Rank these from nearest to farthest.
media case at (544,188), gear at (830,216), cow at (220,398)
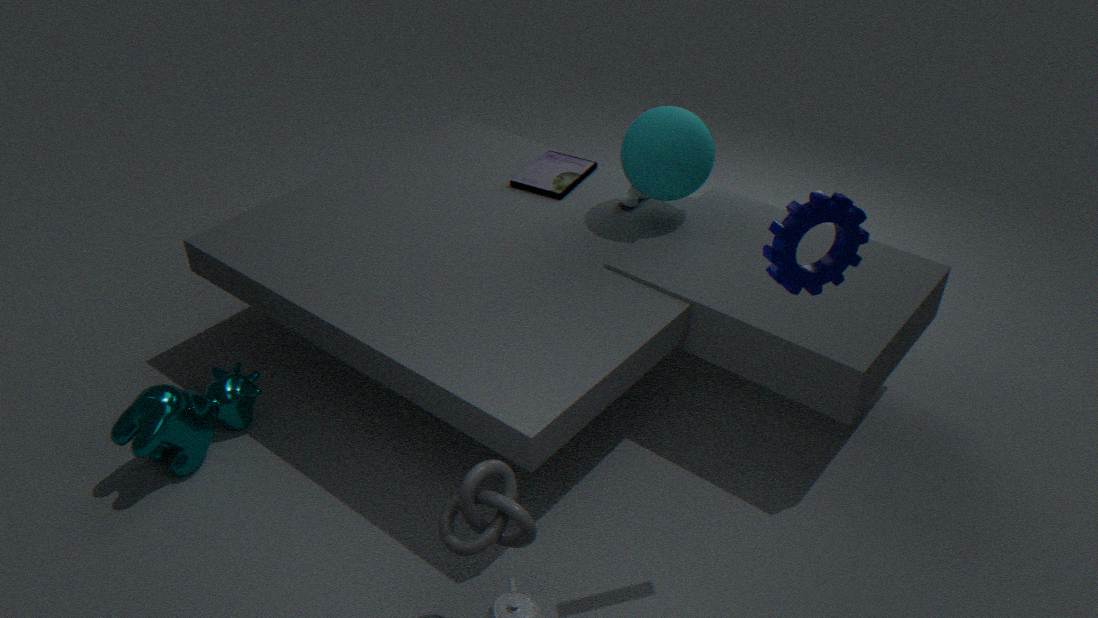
gear at (830,216) → cow at (220,398) → media case at (544,188)
